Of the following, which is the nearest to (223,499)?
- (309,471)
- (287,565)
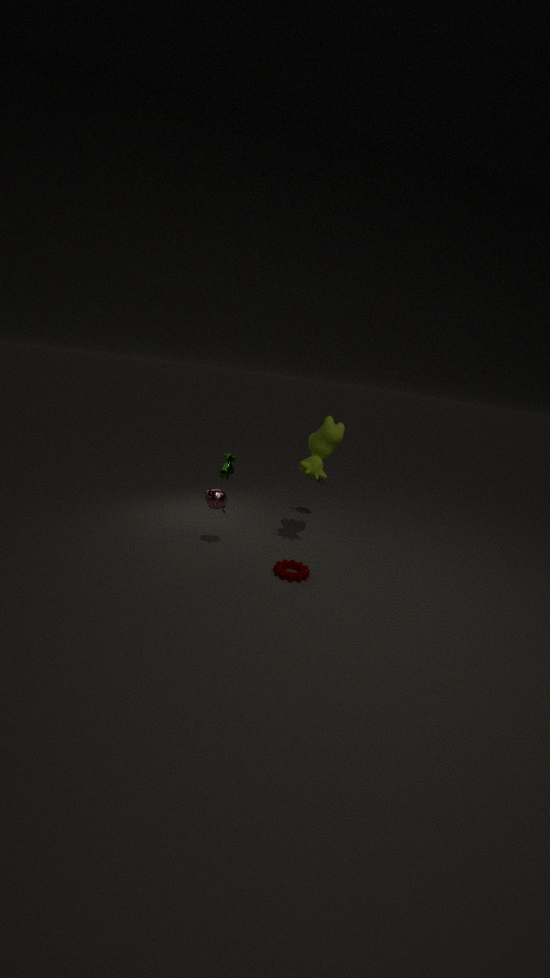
(287,565)
